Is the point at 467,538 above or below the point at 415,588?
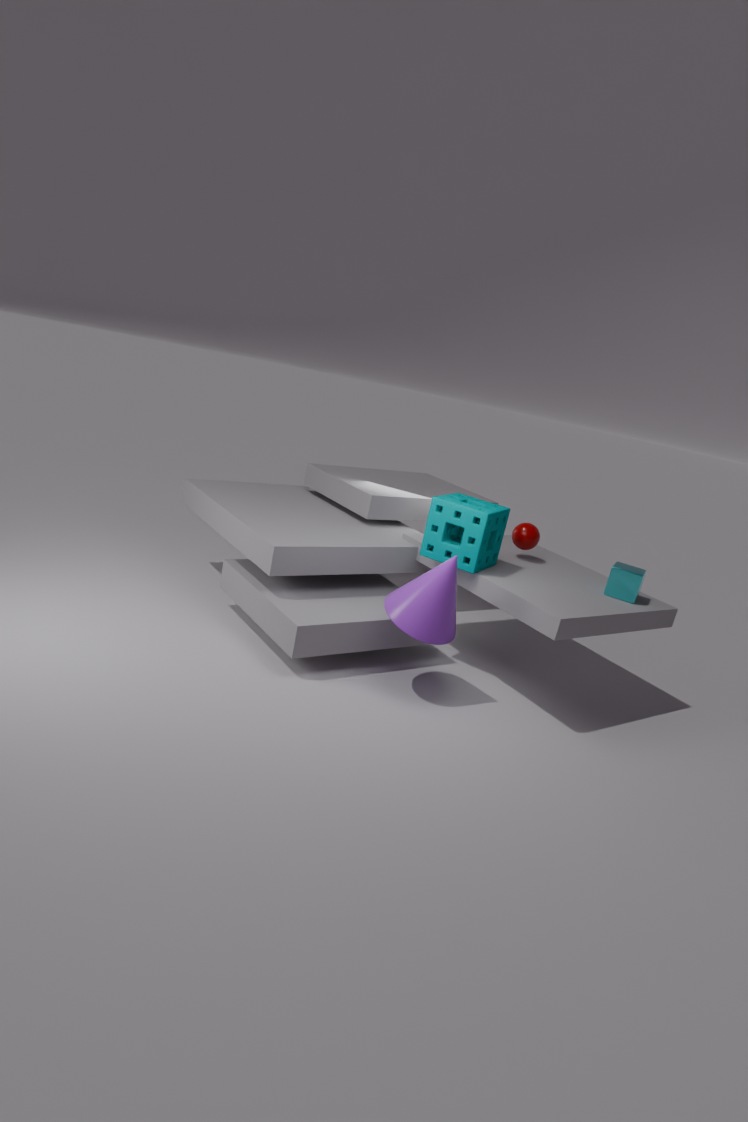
above
